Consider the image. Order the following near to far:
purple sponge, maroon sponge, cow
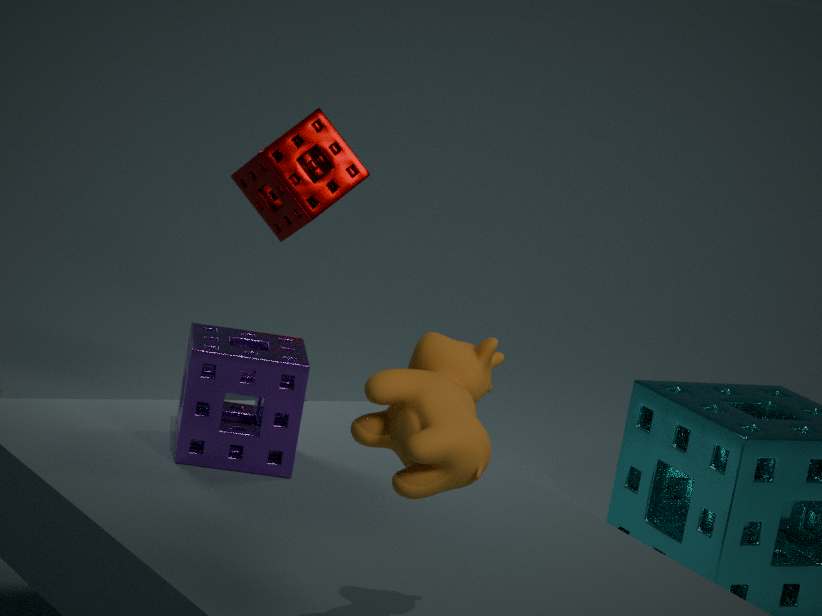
cow, purple sponge, maroon sponge
